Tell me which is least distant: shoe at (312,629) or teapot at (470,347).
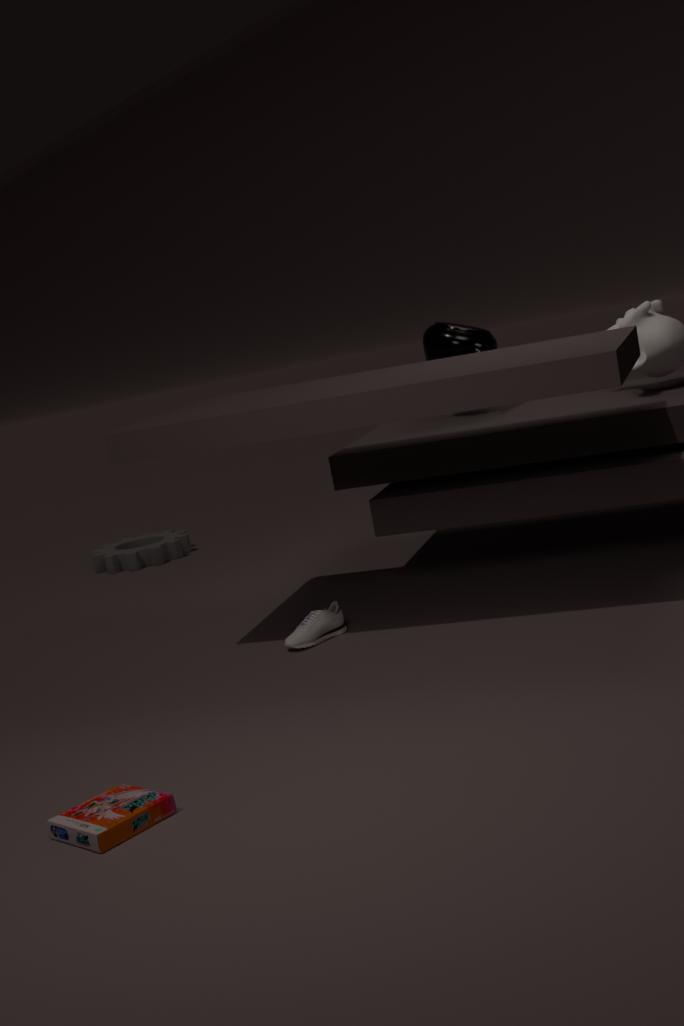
shoe at (312,629)
